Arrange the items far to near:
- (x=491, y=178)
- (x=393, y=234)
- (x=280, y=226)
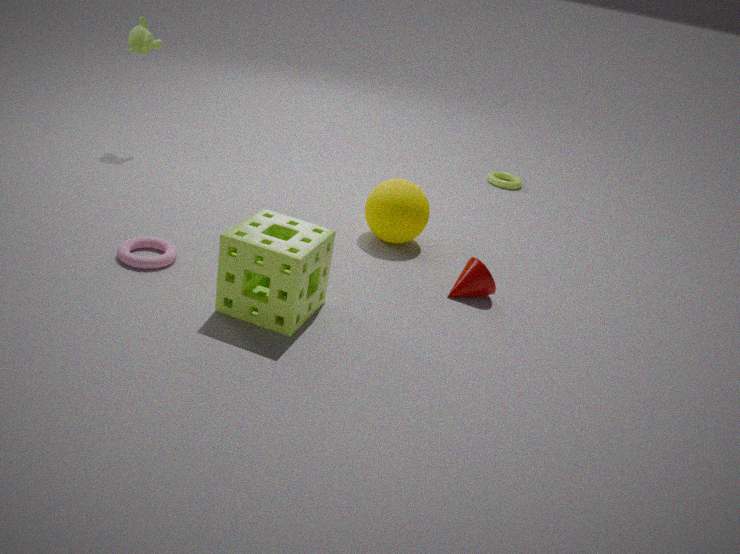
1. (x=491, y=178)
2. (x=393, y=234)
3. (x=280, y=226)
